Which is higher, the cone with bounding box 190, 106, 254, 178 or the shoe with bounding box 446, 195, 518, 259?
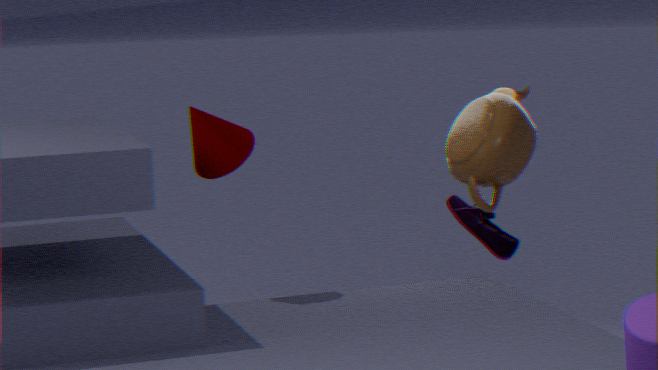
the cone with bounding box 190, 106, 254, 178
